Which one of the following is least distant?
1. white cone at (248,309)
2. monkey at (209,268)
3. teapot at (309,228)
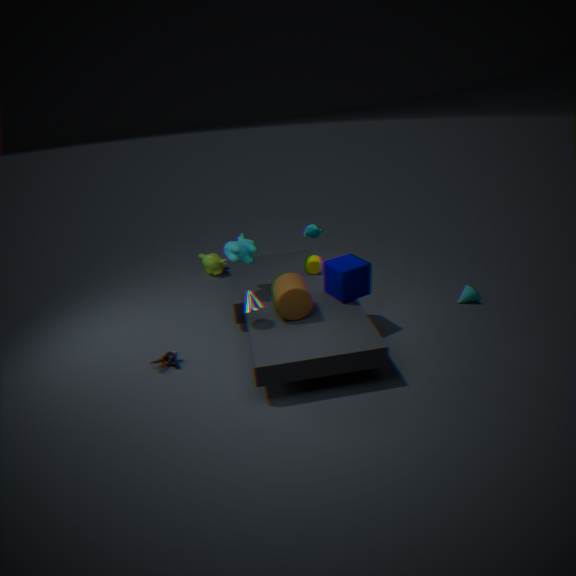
white cone at (248,309)
